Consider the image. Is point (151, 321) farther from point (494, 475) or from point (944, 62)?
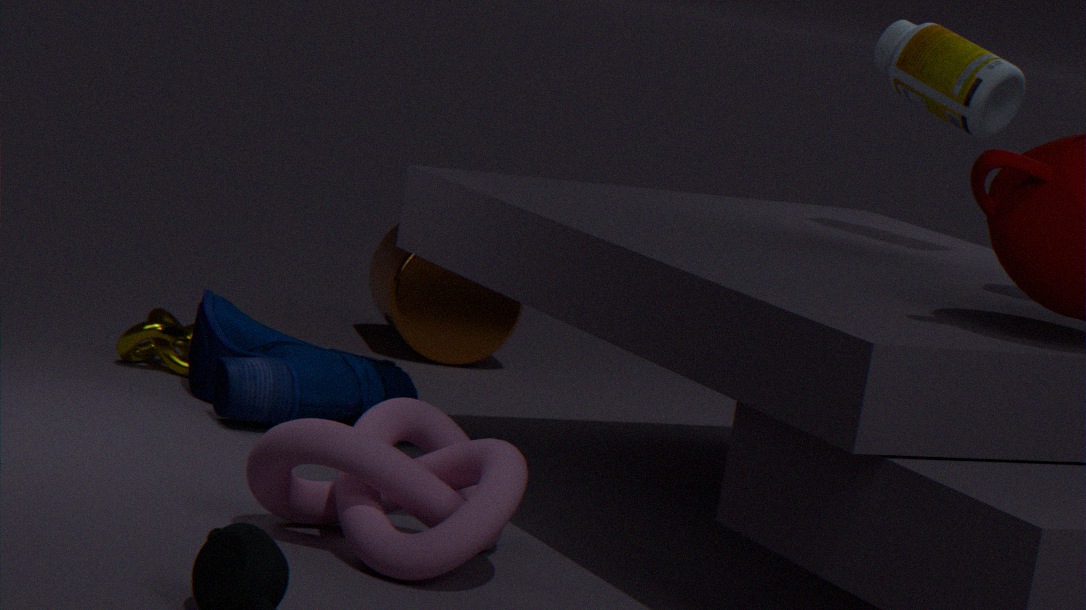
point (944, 62)
